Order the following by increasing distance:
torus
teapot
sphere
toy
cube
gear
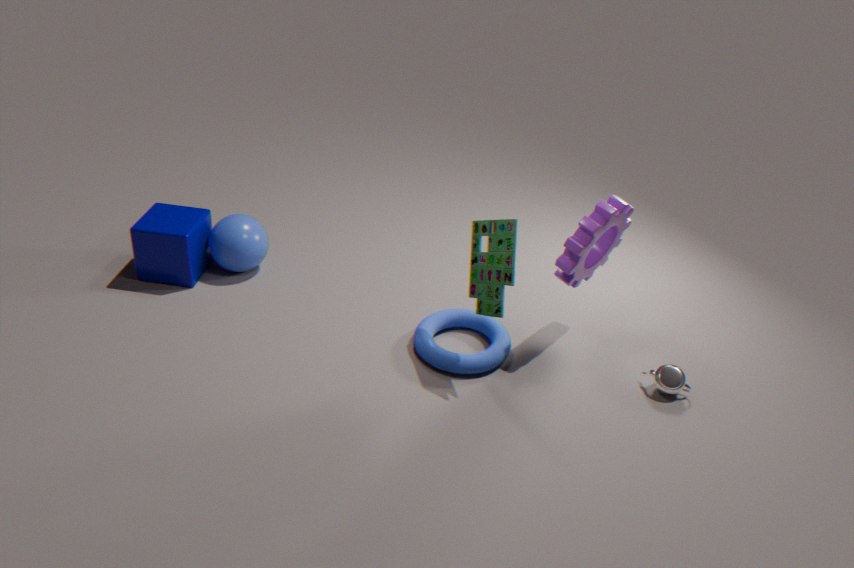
1. toy
2. gear
3. teapot
4. torus
5. cube
6. sphere
